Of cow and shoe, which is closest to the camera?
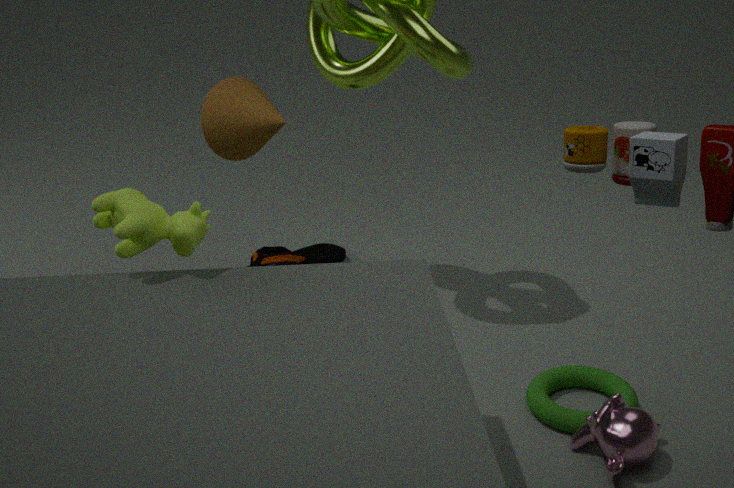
cow
